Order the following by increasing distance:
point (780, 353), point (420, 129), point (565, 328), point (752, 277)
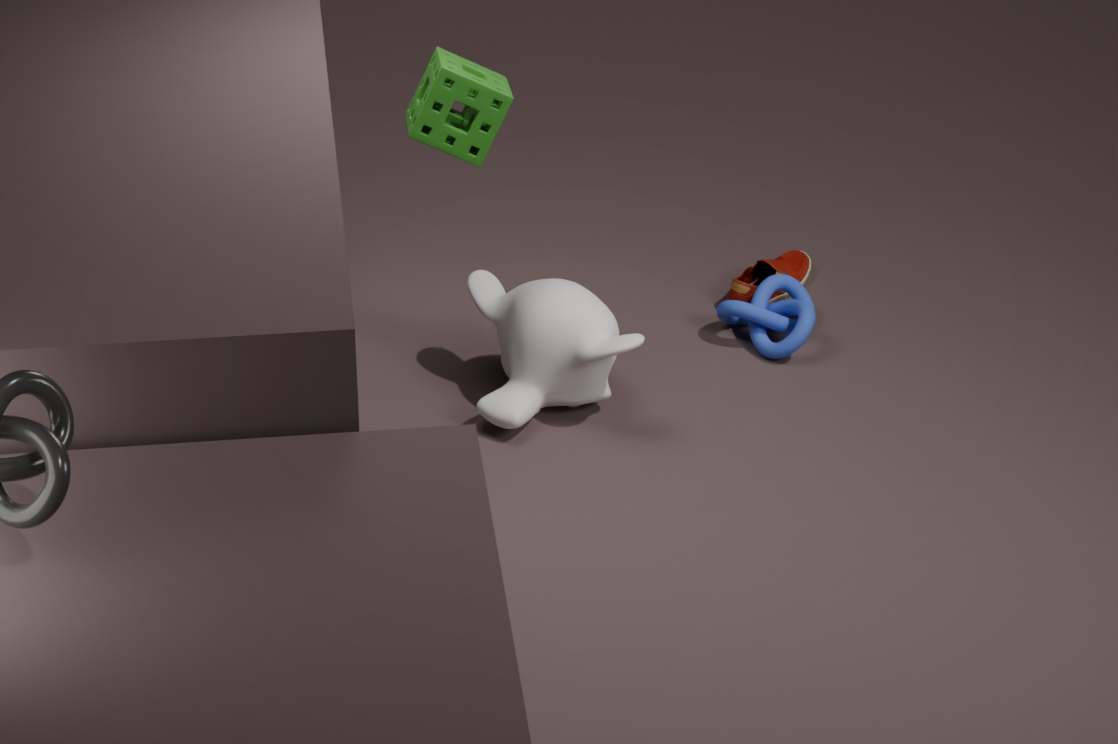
point (420, 129)
point (565, 328)
point (780, 353)
point (752, 277)
